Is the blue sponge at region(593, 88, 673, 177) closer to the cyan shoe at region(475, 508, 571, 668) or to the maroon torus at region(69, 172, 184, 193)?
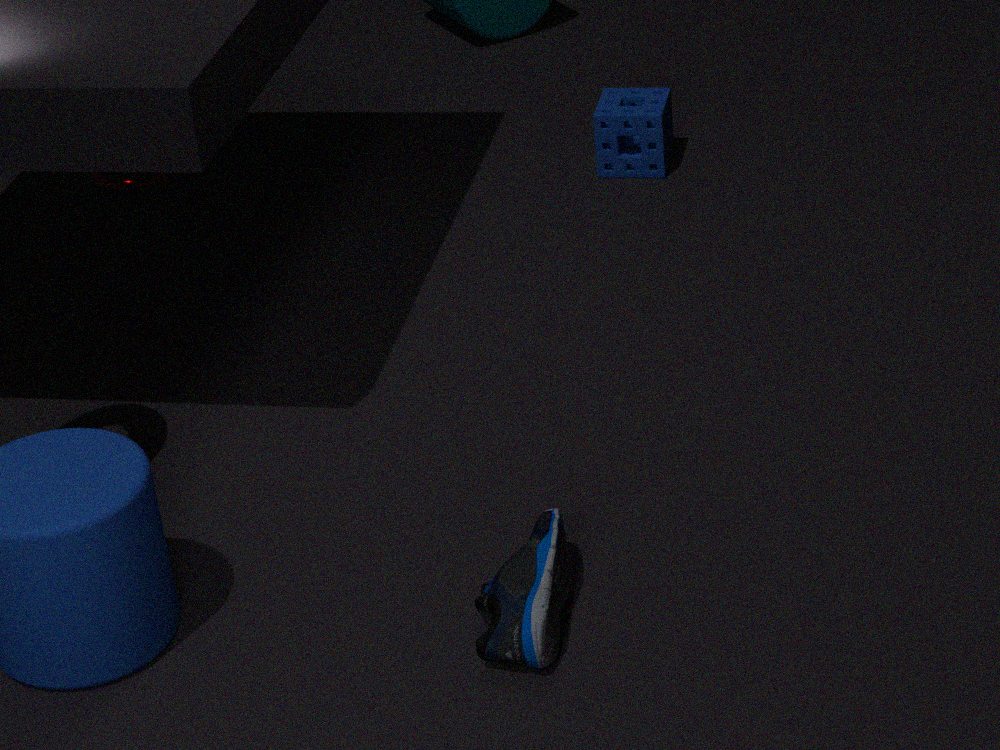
the maroon torus at region(69, 172, 184, 193)
